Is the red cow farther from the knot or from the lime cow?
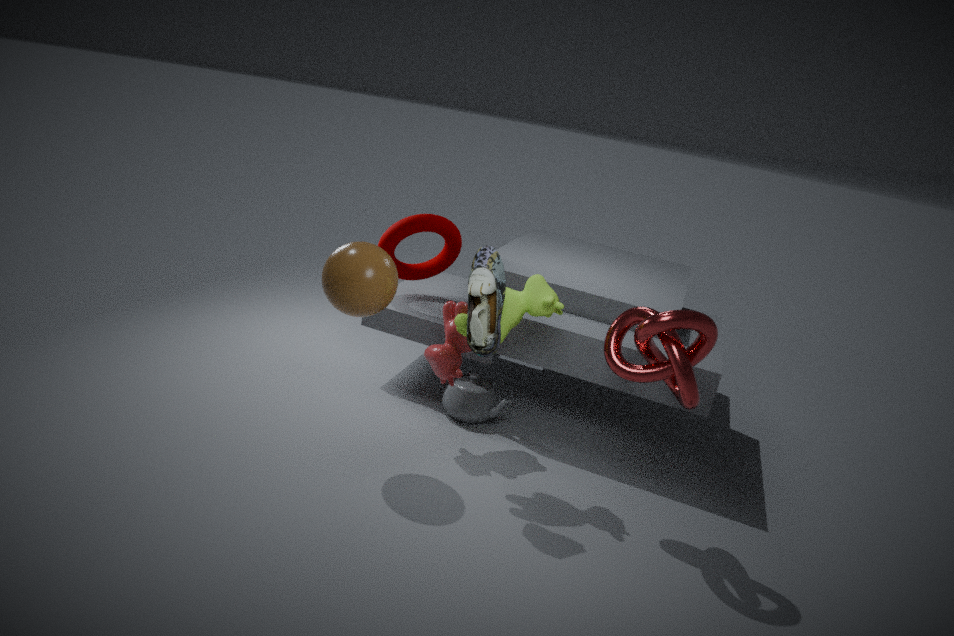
the knot
